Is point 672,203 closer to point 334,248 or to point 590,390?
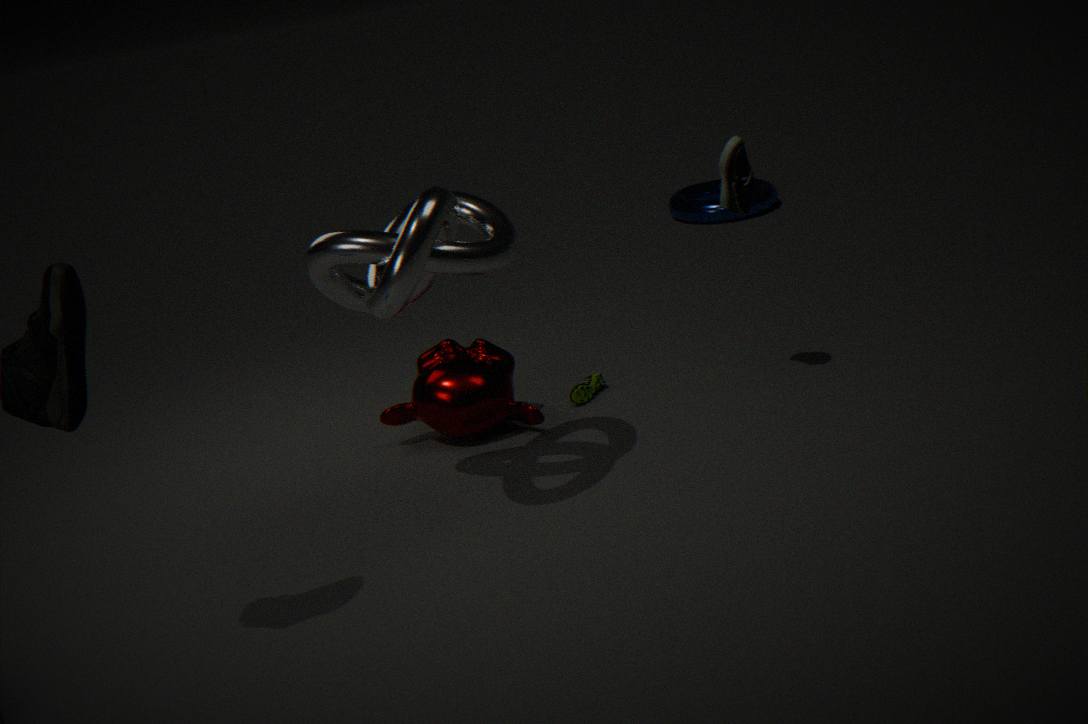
point 590,390
